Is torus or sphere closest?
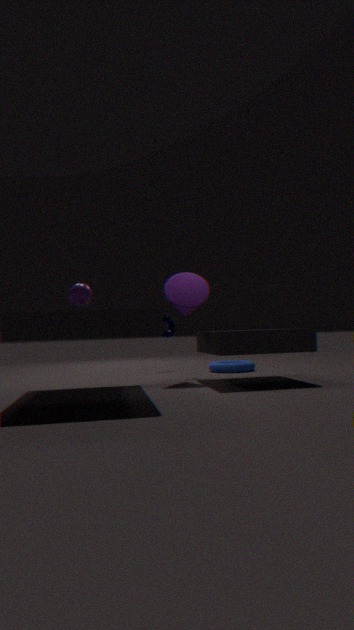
sphere
